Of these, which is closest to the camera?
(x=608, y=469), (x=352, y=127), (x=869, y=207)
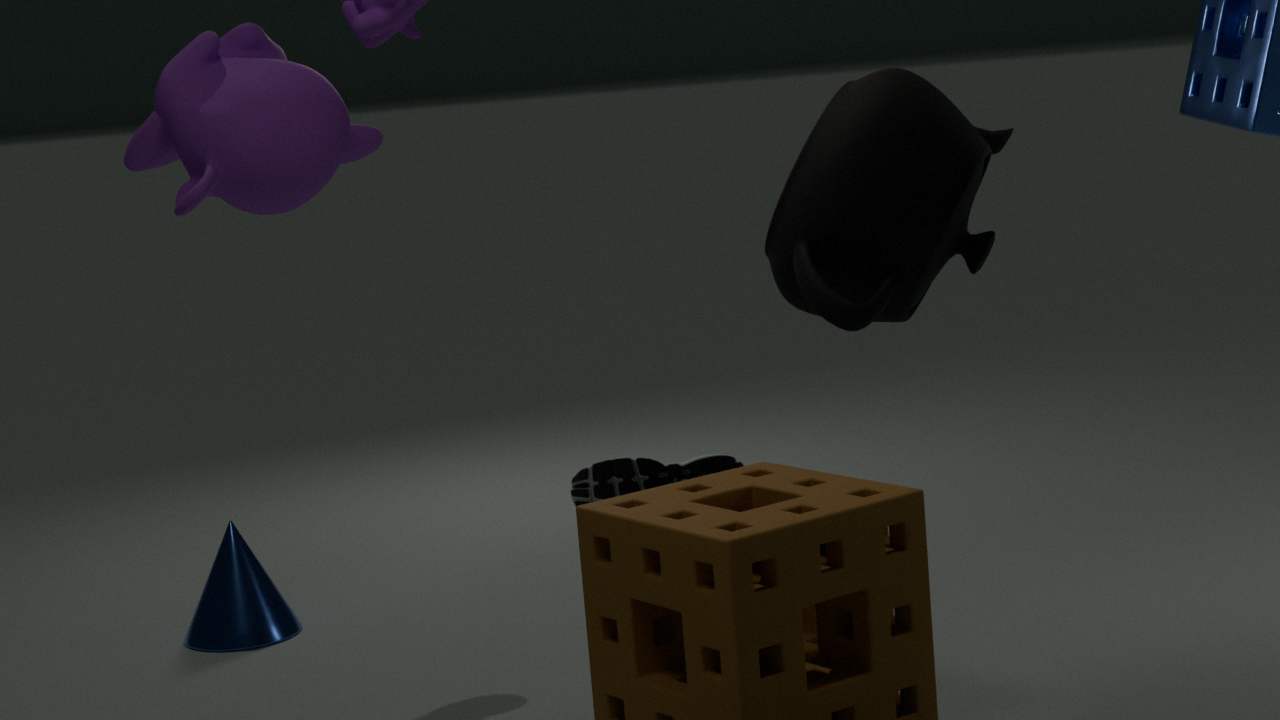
(x=869, y=207)
